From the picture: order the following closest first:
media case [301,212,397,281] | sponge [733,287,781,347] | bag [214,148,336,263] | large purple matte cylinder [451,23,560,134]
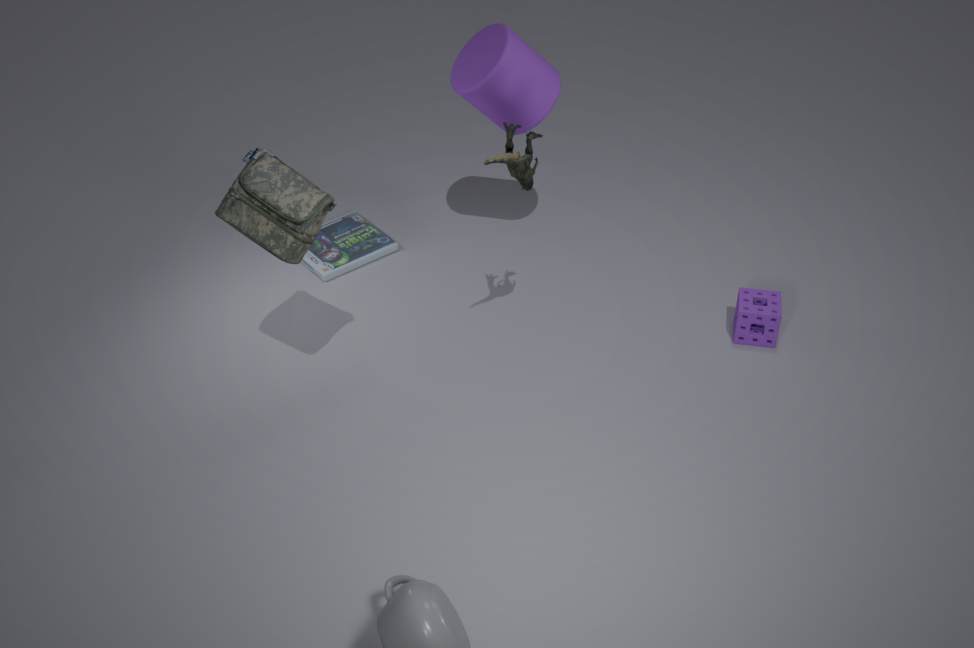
bag [214,148,336,263] < large purple matte cylinder [451,23,560,134] < sponge [733,287,781,347] < media case [301,212,397,281]
